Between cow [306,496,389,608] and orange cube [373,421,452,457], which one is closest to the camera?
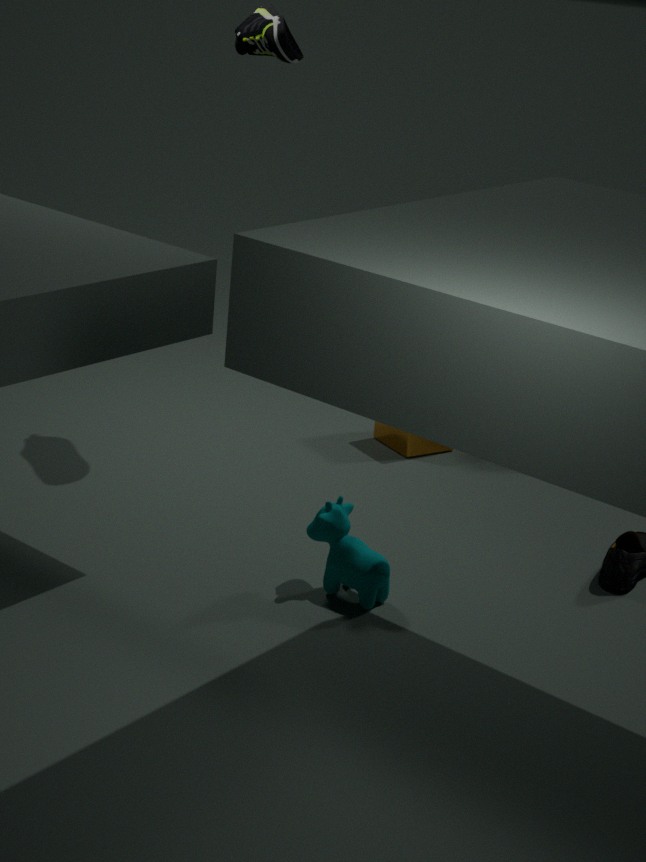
cow [306,496,389,608]
